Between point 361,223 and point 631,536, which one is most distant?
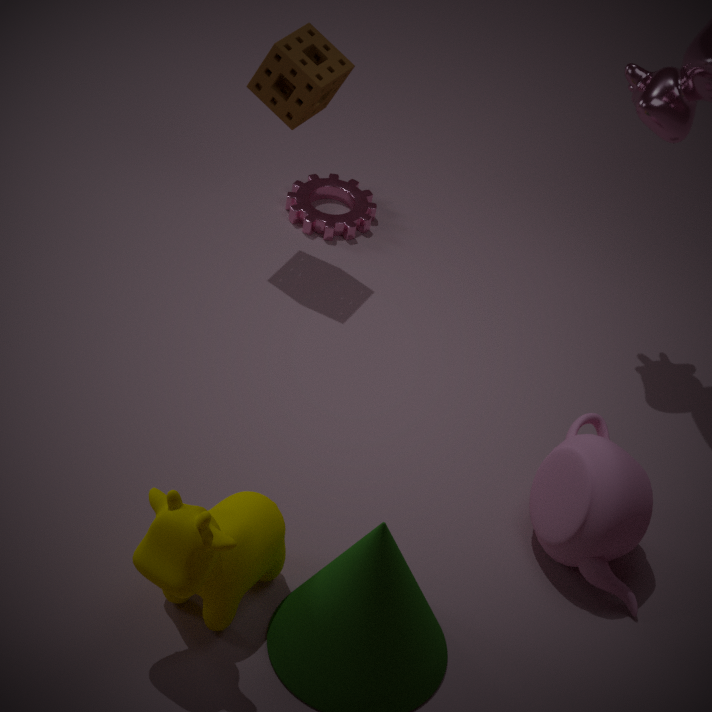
point 361,223
